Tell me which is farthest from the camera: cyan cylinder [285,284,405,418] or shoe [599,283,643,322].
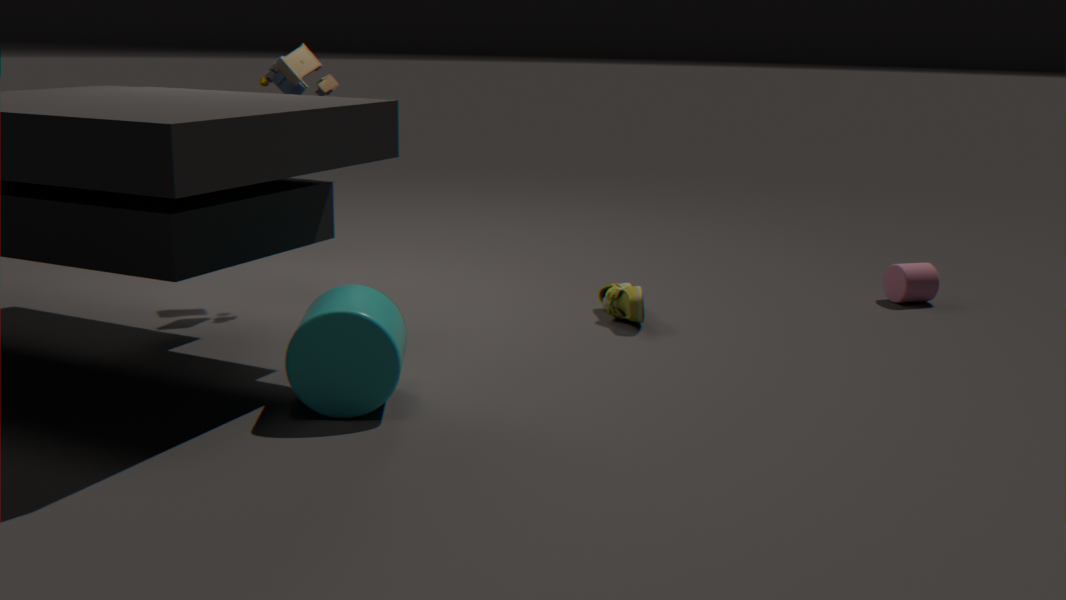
shoe [599,283,643,322]
